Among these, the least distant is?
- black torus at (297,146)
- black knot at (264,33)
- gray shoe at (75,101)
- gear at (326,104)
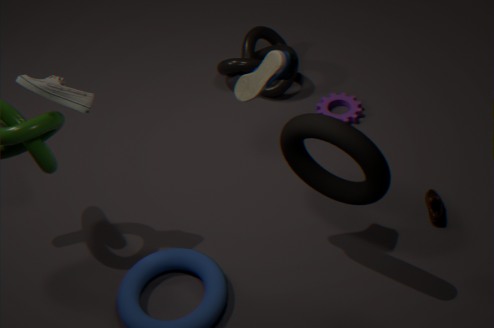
black torus at (297,146)
